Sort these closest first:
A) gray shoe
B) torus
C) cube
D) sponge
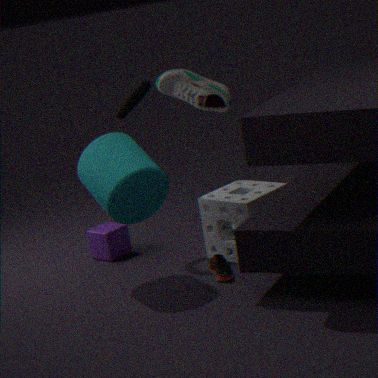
sponge, torus, gray shoe, cube
